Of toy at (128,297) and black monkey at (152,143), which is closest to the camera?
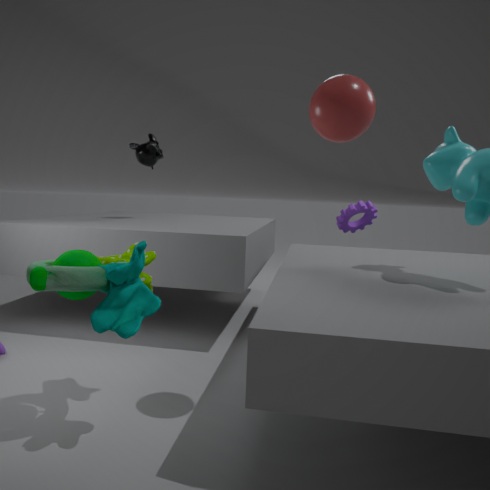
toy at (128,297)
